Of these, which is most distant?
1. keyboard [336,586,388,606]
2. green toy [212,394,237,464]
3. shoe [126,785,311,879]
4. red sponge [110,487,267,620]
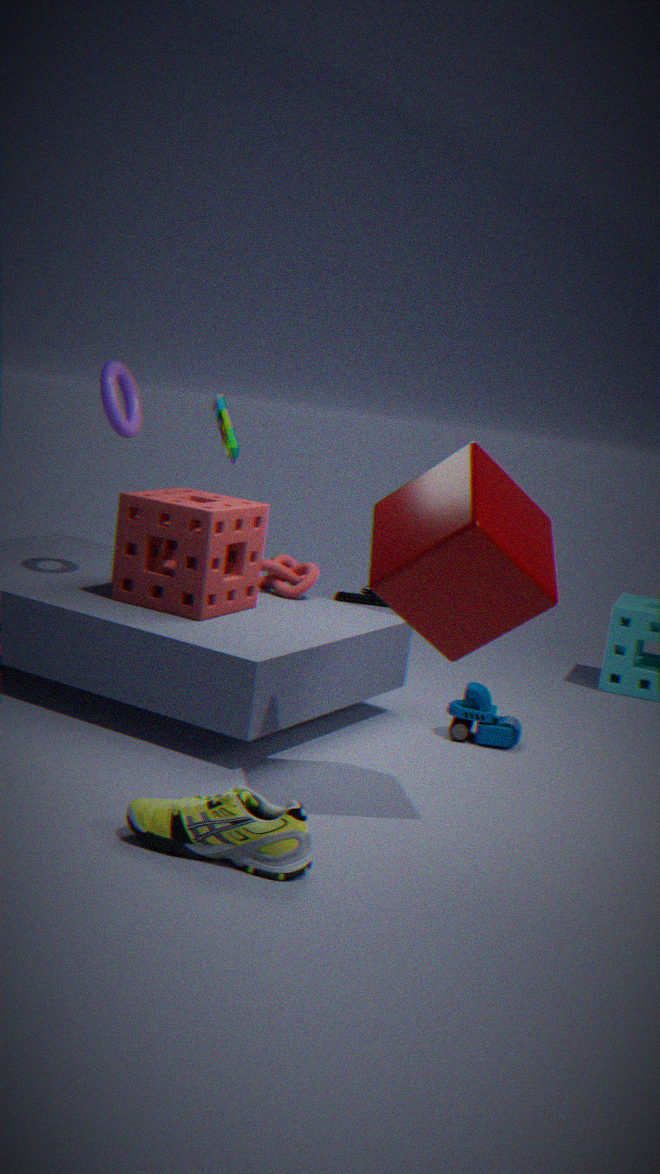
keyboard [336,586,388,606]
